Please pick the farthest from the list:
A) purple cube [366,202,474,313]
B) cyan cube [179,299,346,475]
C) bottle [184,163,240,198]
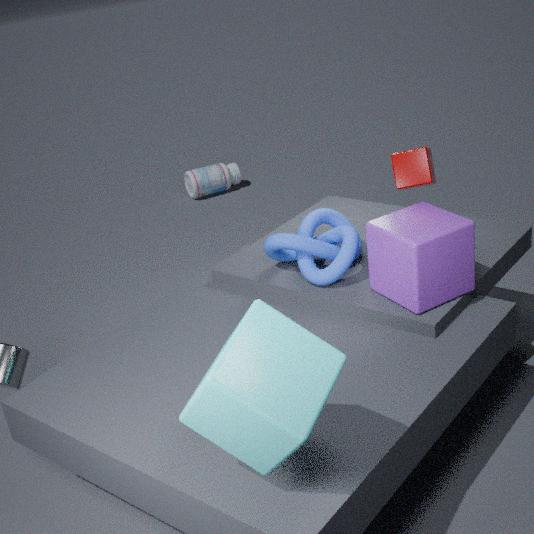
bottle [184,163,240,198]
